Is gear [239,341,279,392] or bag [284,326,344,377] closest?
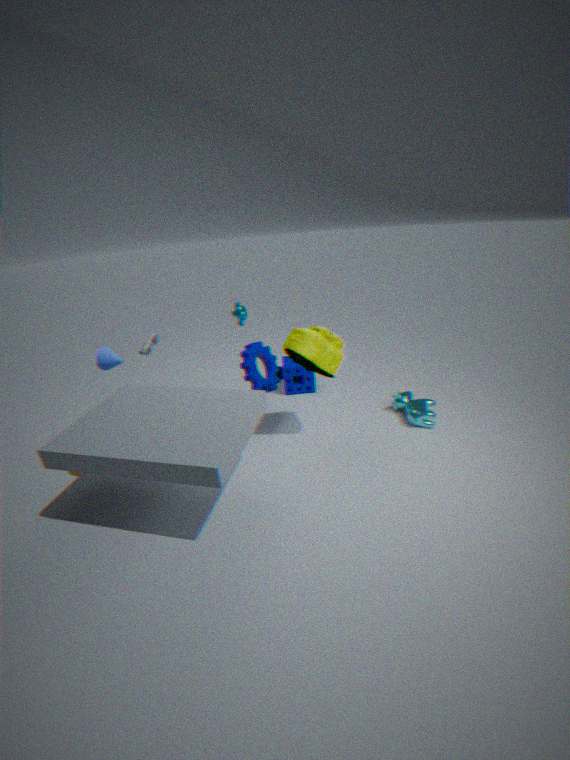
bag [284,326,344,377]
